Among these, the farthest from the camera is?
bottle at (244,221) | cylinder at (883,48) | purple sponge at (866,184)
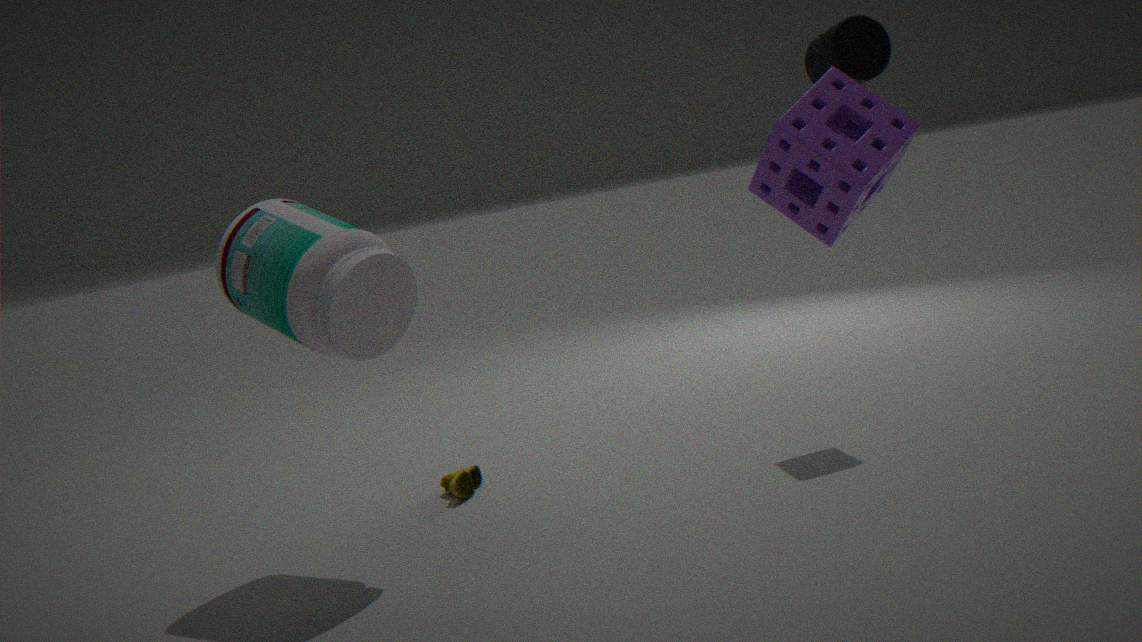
cylinder at (883,48)
